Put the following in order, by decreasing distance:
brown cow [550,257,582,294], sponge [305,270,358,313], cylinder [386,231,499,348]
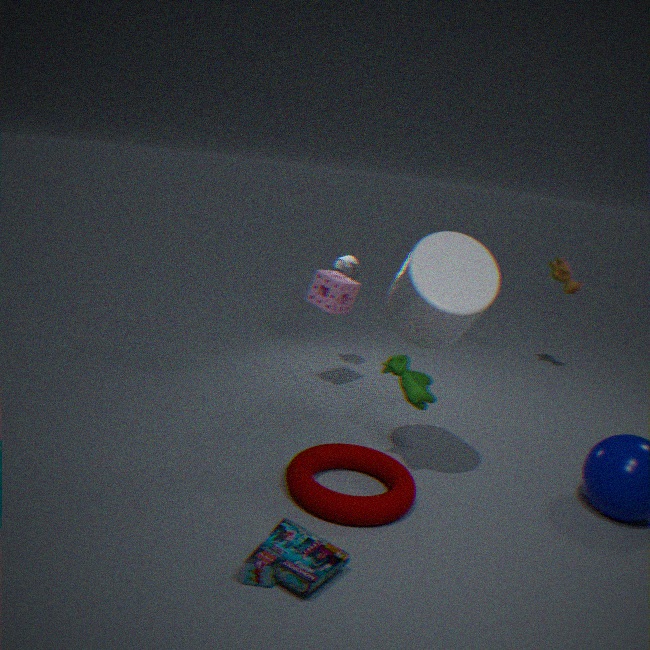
brown cow [550,257,582,294] < sponge [305,270,358,313] < cylinder [386,231,499,348]
